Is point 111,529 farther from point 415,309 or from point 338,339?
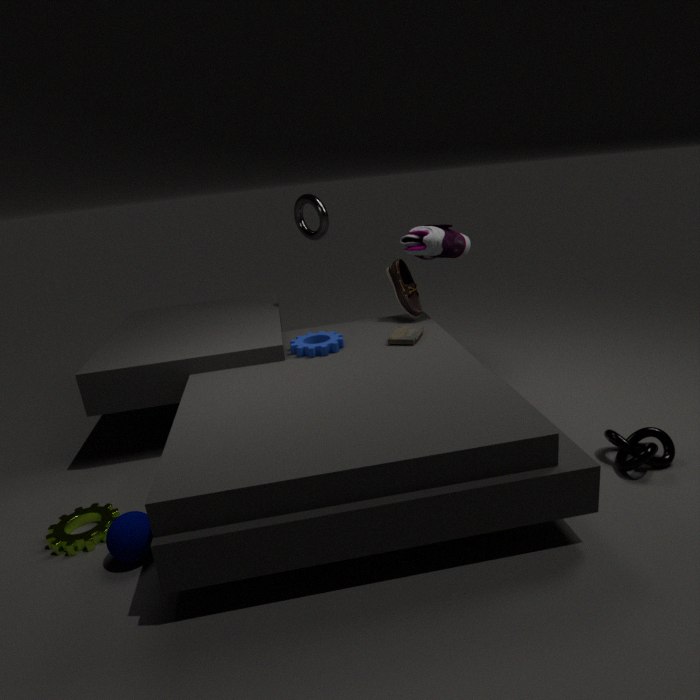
point 415,309
